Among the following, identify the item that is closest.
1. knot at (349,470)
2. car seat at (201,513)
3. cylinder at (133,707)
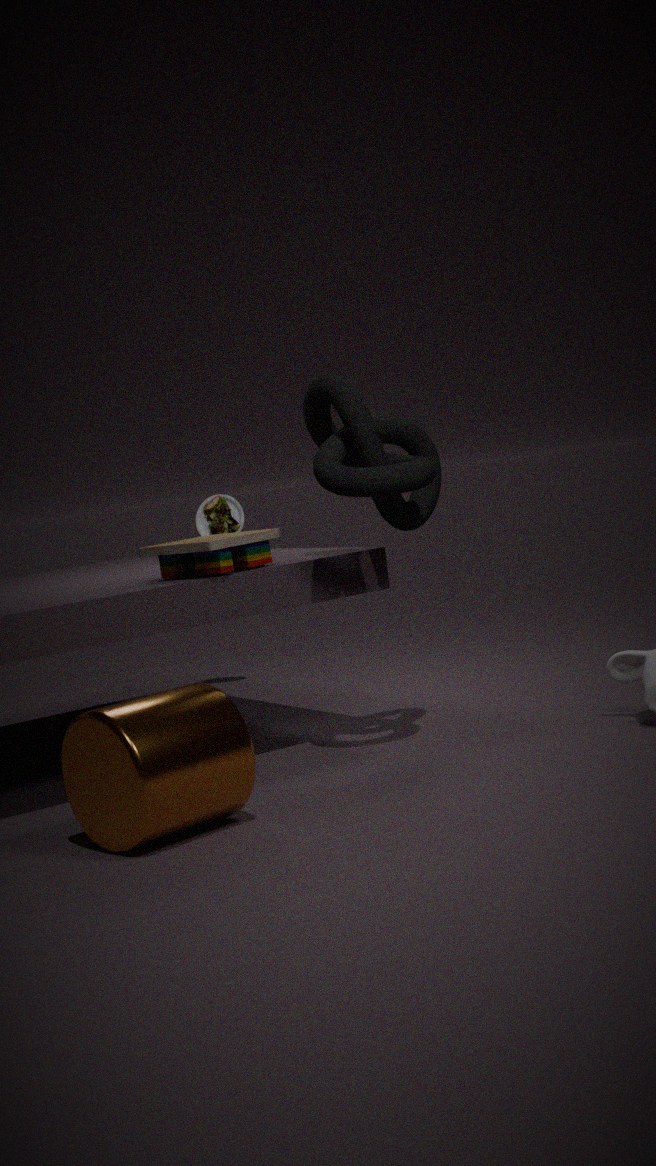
cylinder at (133,707)
